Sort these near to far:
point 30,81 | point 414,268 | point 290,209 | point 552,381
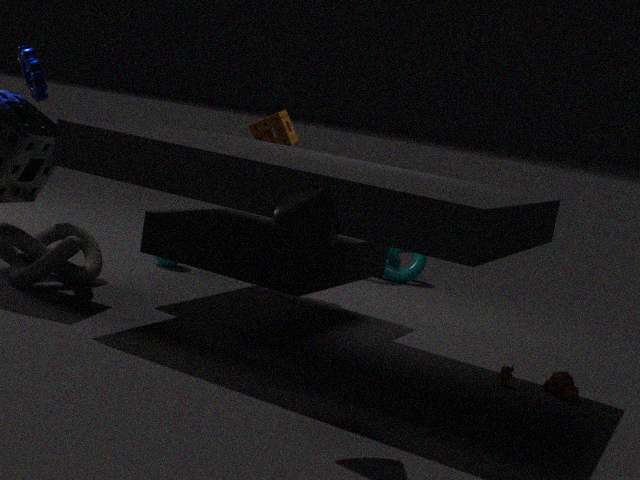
point 290,209 < point 552,381 < point 30,81 < point 414,268
